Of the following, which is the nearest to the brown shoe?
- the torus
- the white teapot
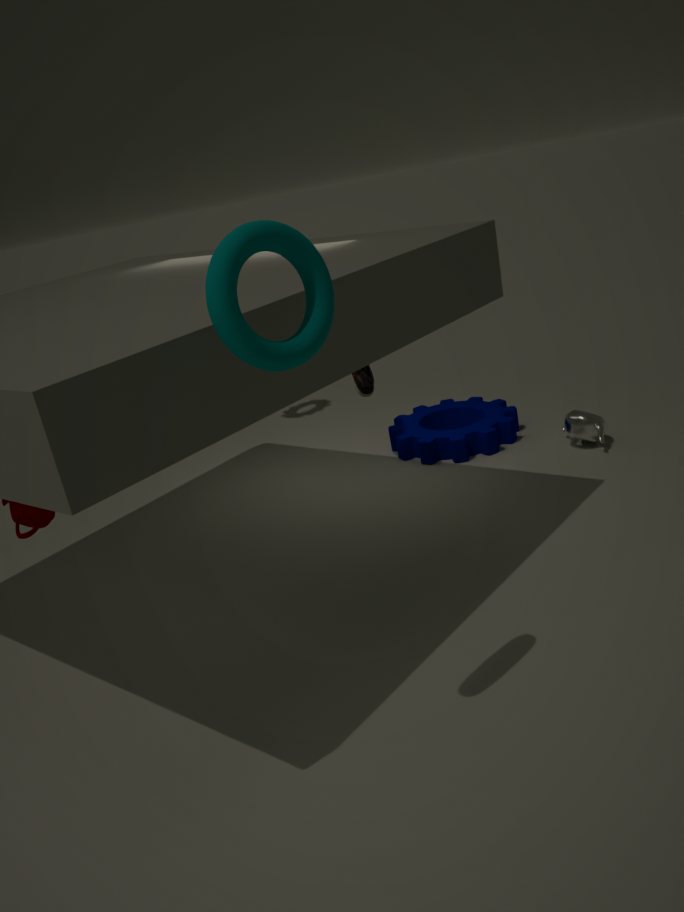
the white teapot
